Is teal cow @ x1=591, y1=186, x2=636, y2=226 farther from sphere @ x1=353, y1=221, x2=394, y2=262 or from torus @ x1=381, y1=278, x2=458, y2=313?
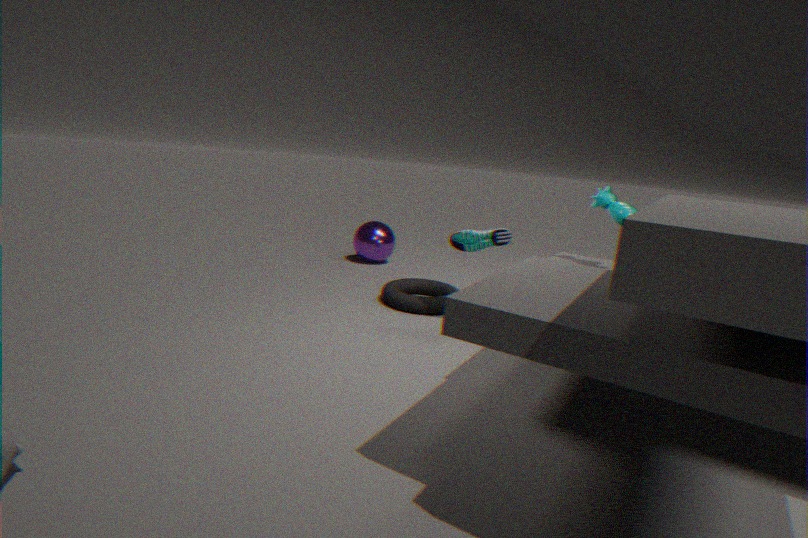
sphere @ x1=353, y1=221, x2=394, y2=262
